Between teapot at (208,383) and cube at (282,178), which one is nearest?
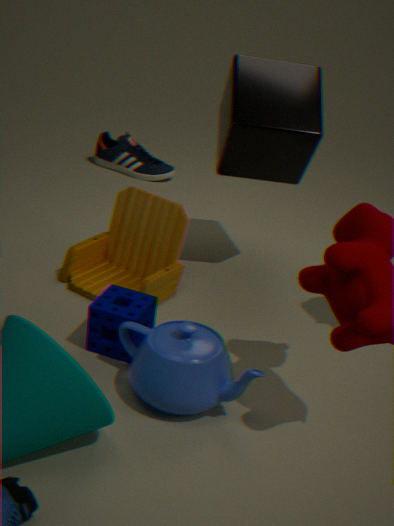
teapot at (208,383)
